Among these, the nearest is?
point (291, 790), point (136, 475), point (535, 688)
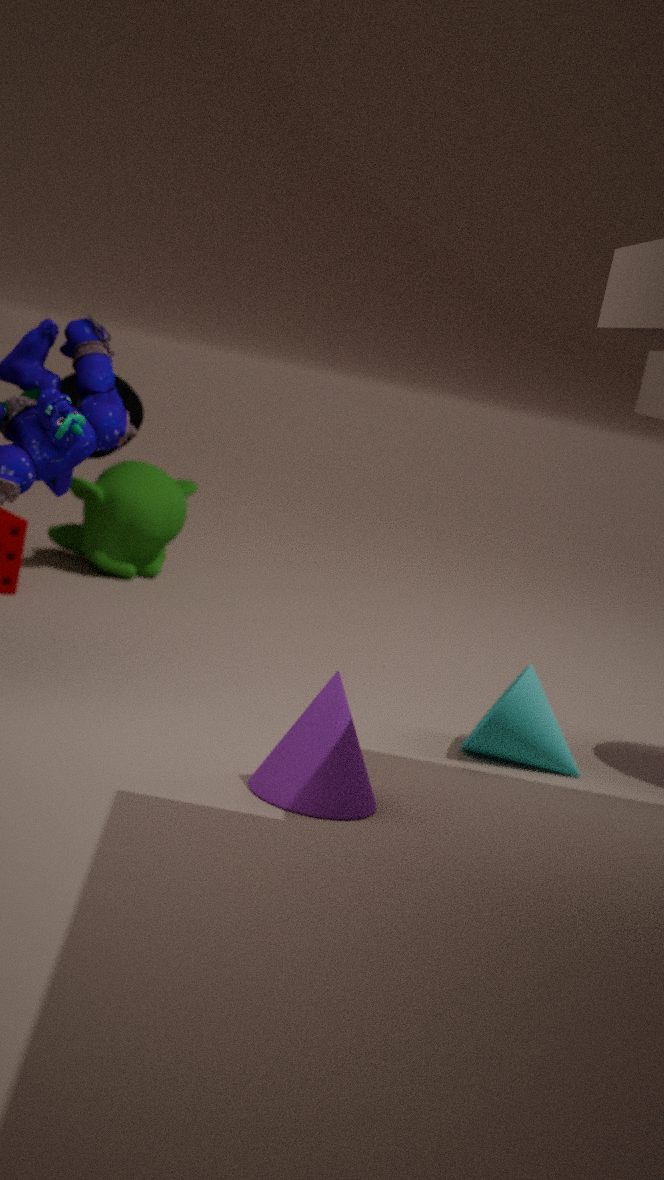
point (291, 790)
